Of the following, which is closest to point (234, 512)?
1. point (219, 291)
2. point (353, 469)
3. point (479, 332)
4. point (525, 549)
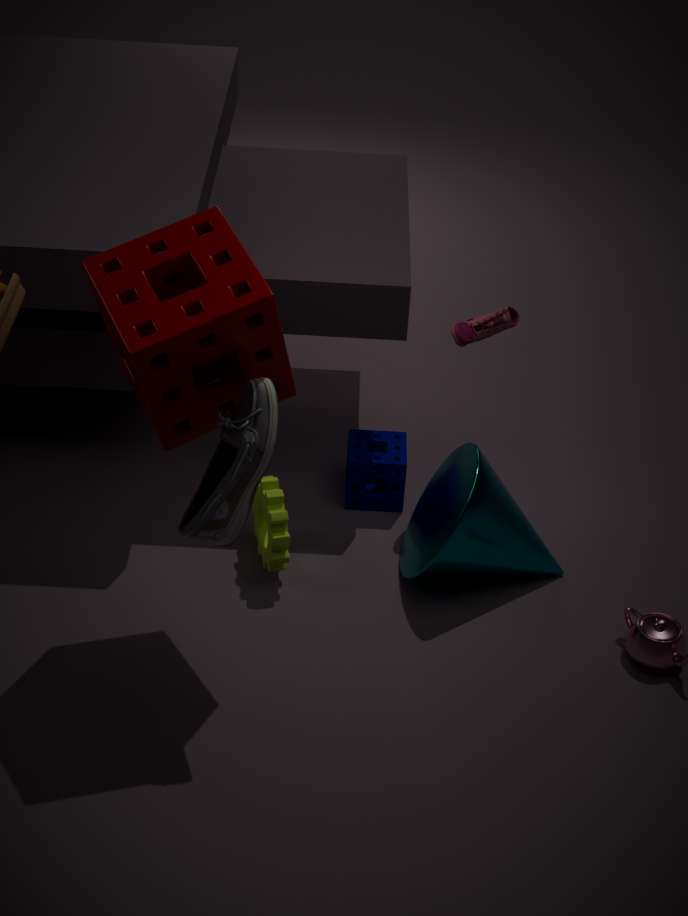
point (219, 291)
